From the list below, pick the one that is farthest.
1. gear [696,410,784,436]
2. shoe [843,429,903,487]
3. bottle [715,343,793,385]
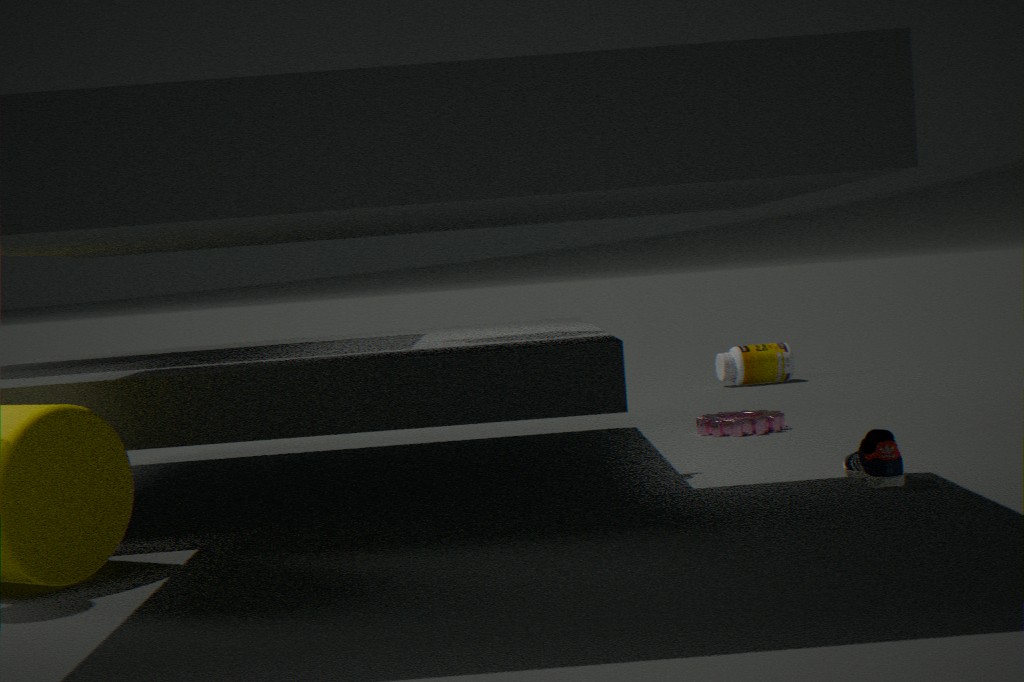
bottle [715,343,793,385]
